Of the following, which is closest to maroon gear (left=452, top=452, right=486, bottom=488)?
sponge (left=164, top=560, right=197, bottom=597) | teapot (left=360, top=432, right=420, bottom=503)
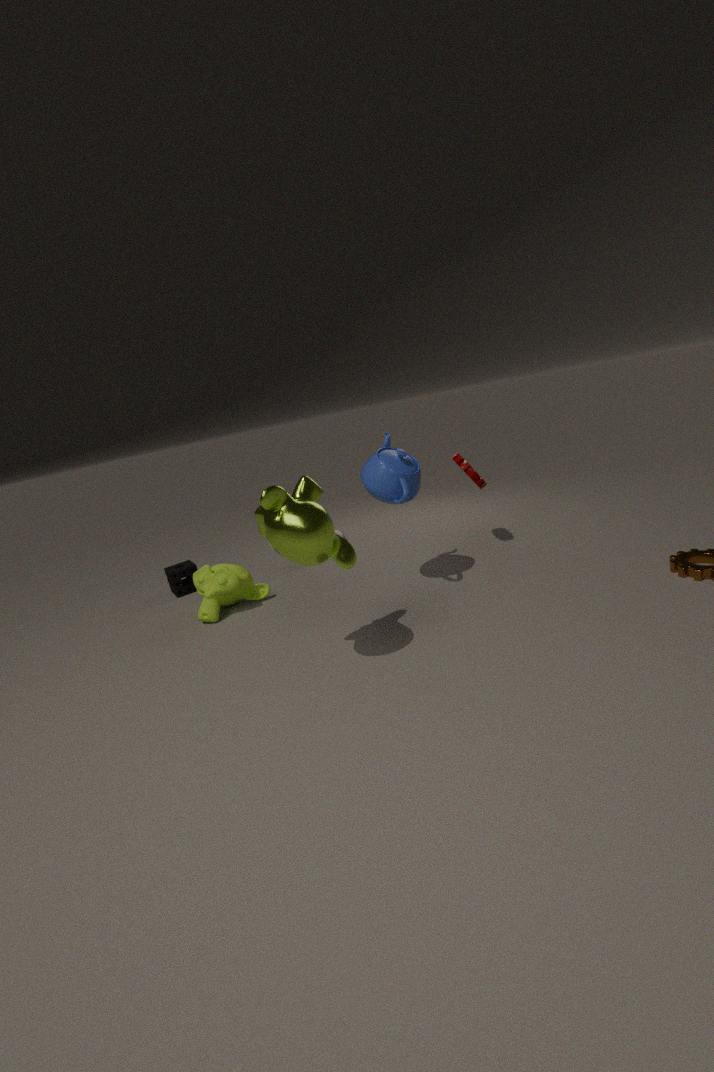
teapot (left=360, top=432, right=420, bottom=503)
